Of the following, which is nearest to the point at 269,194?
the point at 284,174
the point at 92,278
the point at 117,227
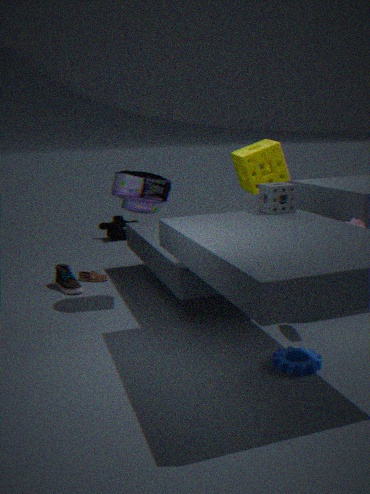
the point at 284,174
